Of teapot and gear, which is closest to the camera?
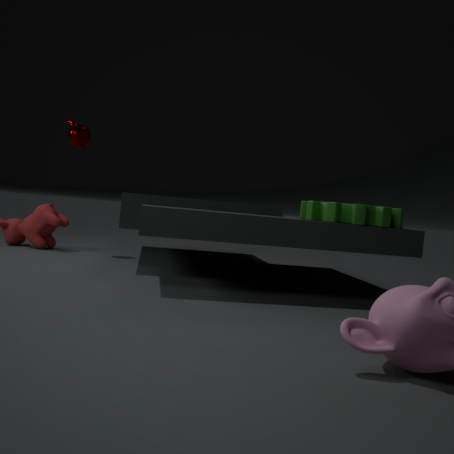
gear
